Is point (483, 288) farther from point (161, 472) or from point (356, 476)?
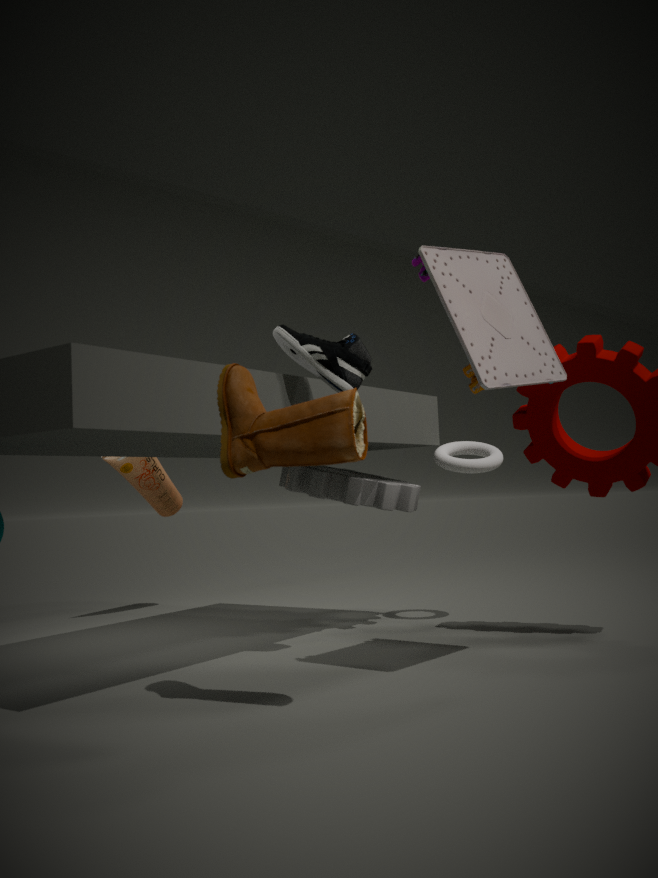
point (161, 472)
